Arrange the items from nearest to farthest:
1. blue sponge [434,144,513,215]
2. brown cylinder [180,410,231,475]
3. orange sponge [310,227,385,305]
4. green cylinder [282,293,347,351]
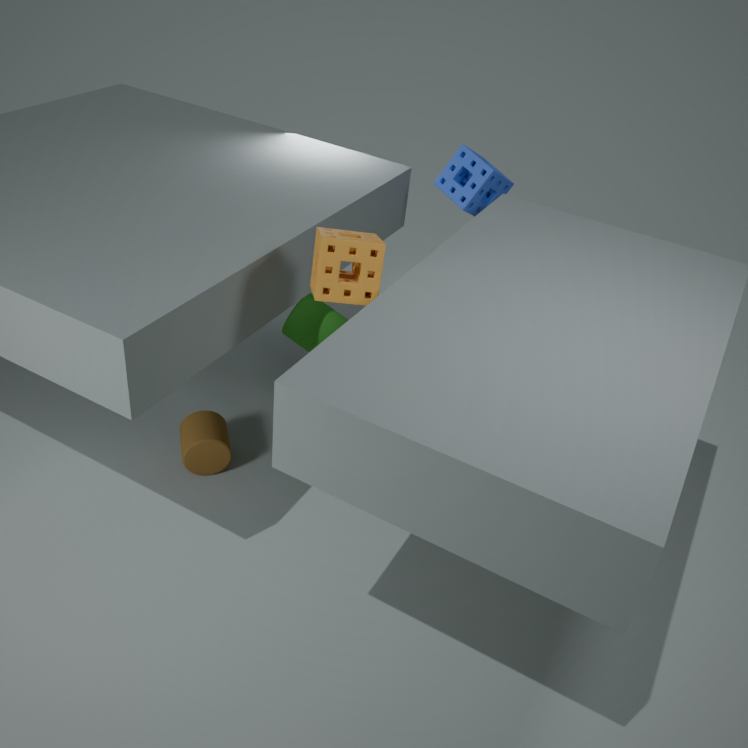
orange sponge [310,227,385,305], green cylinder [282,293,347,351], brown cylinder [180,410,231,475], blue sponge [434,144,513,215]
